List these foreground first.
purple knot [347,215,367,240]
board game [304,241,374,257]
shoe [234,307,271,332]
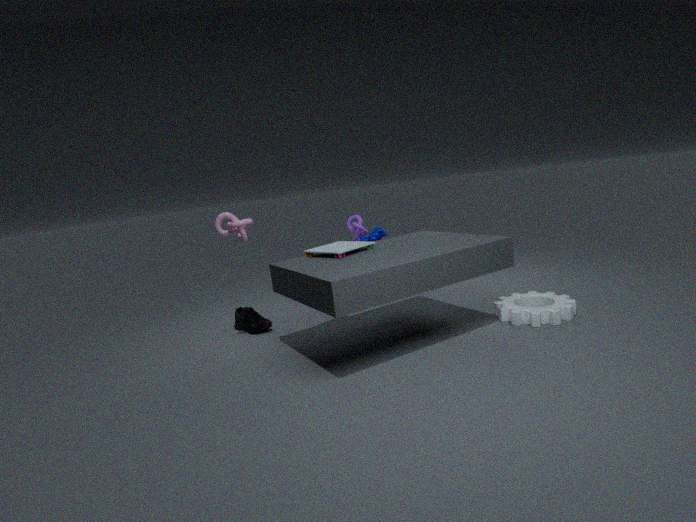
1. board game [304,241,374,257]
2. shoe [234,307,271,332]
3. purple knot [347,215,367,240]
